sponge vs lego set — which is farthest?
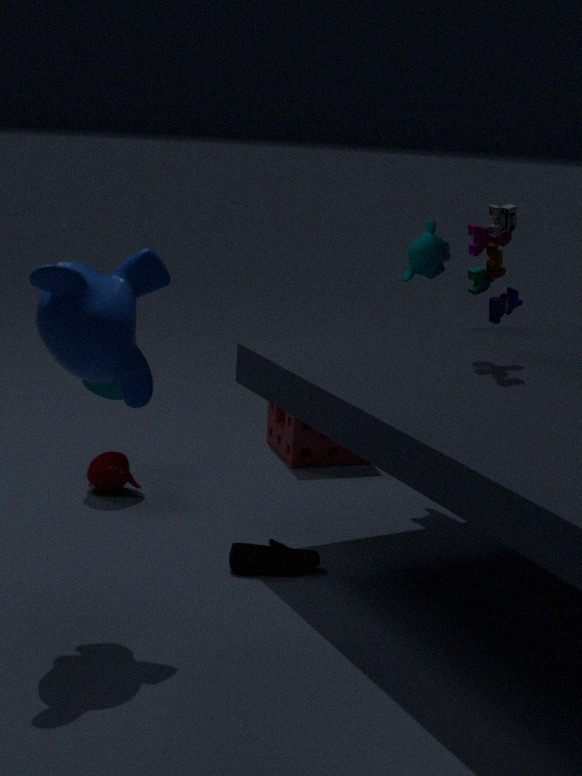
sponge
